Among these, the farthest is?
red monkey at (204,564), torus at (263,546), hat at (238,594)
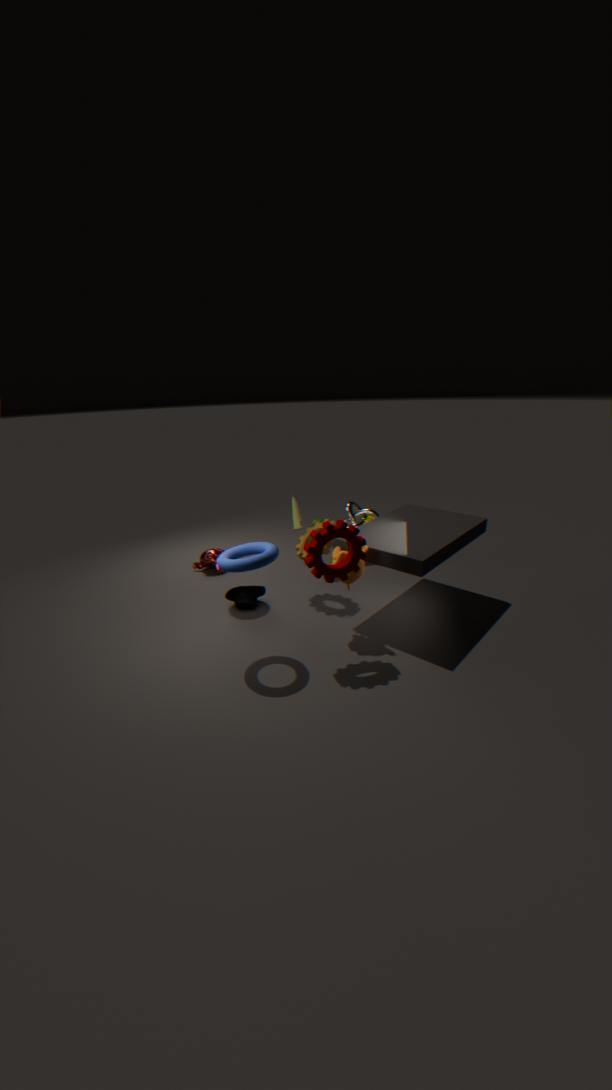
red monkey at (204,564)
